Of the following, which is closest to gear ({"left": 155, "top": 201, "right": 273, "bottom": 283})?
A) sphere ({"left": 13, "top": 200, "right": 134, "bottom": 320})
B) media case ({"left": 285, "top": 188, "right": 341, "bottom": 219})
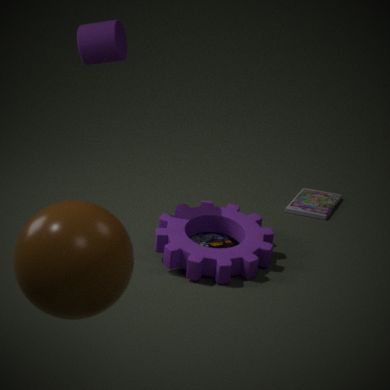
media case ({"left": 285, "top": 188, "right": 341, "bottom": 219})
